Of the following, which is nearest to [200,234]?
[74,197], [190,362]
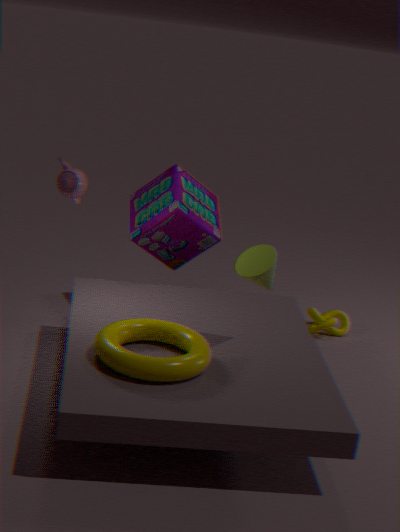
[74,197]
